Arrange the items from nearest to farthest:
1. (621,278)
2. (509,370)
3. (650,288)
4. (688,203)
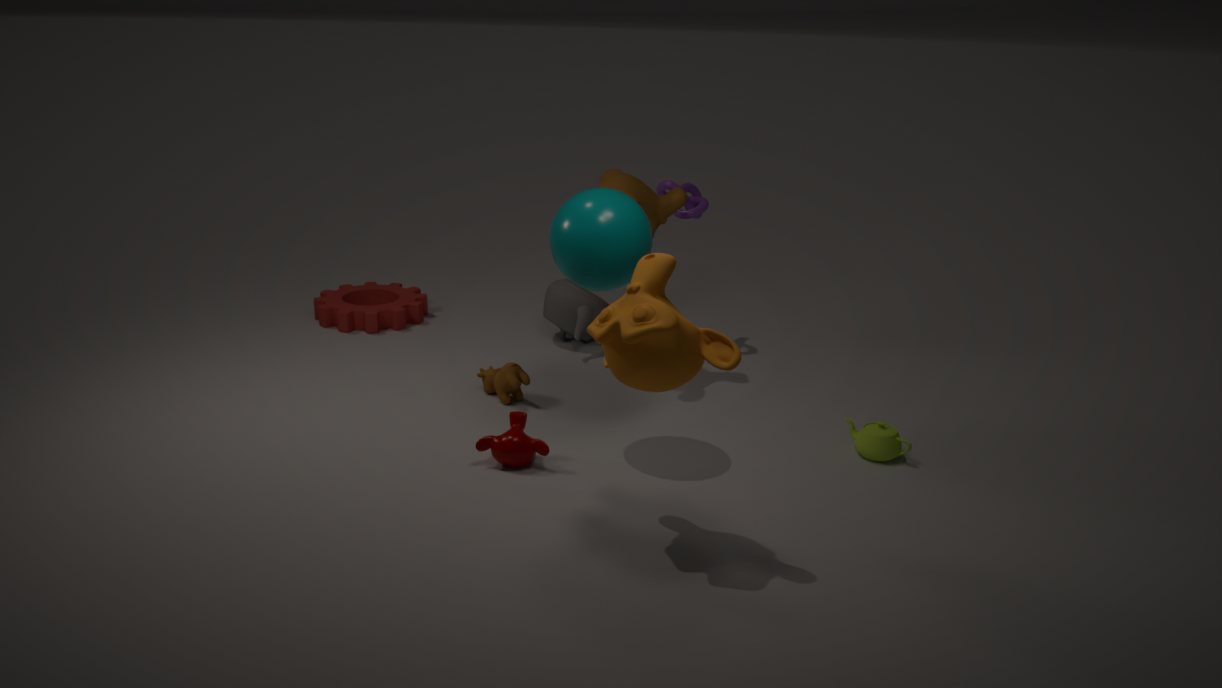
(650,288), (621,278), (509,370), (688,203)
